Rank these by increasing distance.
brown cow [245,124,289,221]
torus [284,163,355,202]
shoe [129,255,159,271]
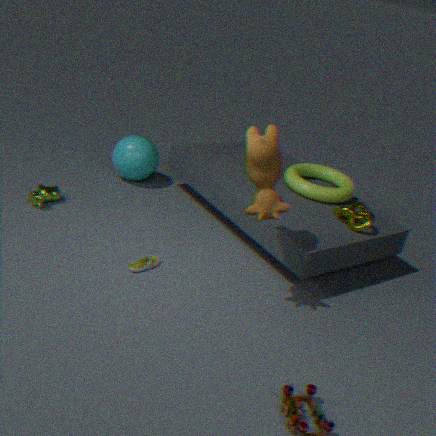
brown cow [245,124,289,221], shoe [129,255,159,271], torus [284,163,355,202]
